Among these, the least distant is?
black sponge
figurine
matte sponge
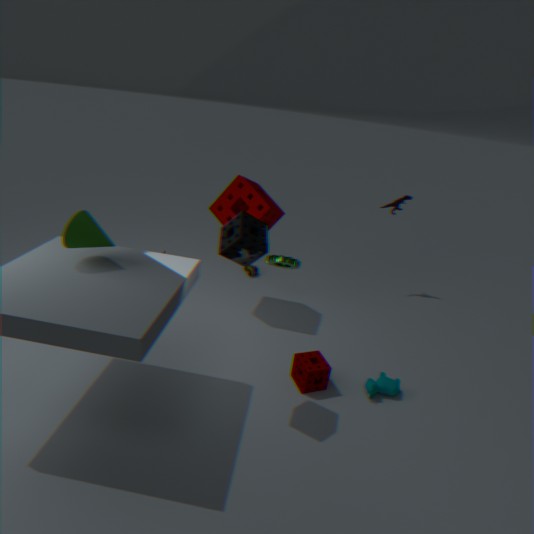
black sponge
